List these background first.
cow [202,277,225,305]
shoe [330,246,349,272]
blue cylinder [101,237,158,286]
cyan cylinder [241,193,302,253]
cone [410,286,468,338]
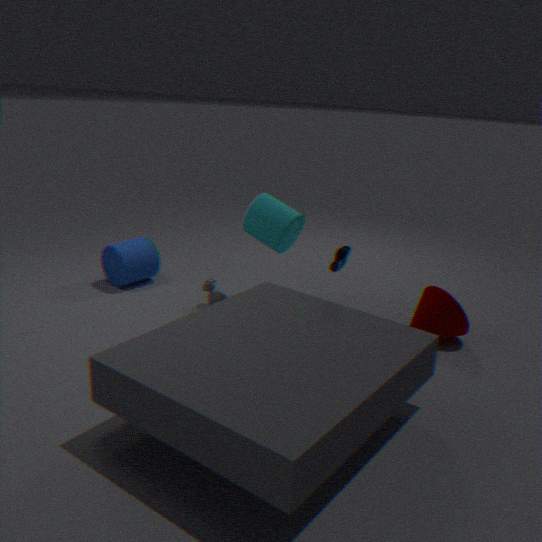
blue cylinder [101,237,158,286]
cow [202,277,225,305]
cyan cylinder [241,193,302,253]
cone [410,286,468,338]
shoe [330,246,349,272]
